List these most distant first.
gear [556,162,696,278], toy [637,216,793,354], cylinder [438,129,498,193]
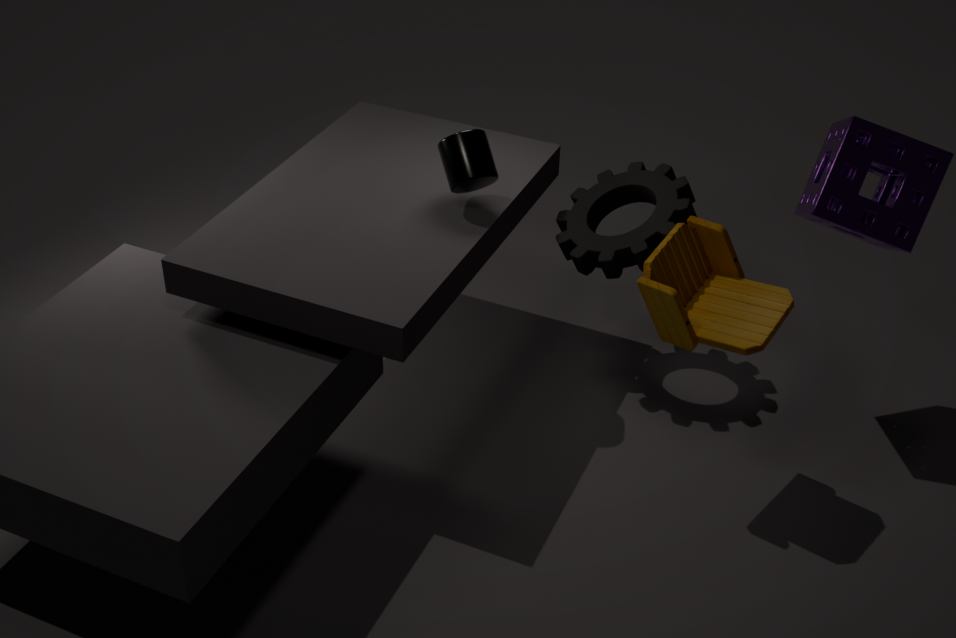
gear [556,162,696,278] < cylinder [438,129,498,193] < toy [637,216,793,354]
